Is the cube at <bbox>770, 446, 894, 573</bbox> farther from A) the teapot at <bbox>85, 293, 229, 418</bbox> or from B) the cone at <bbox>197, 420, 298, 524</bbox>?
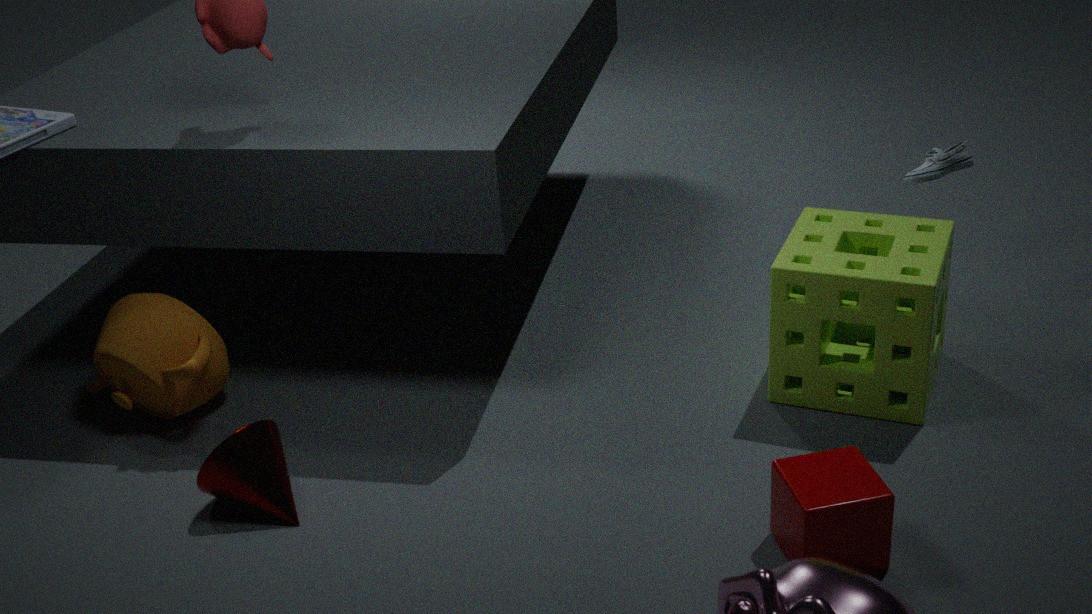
A) the teapot at <bbox>85, 293, 229, 418</bbox>
